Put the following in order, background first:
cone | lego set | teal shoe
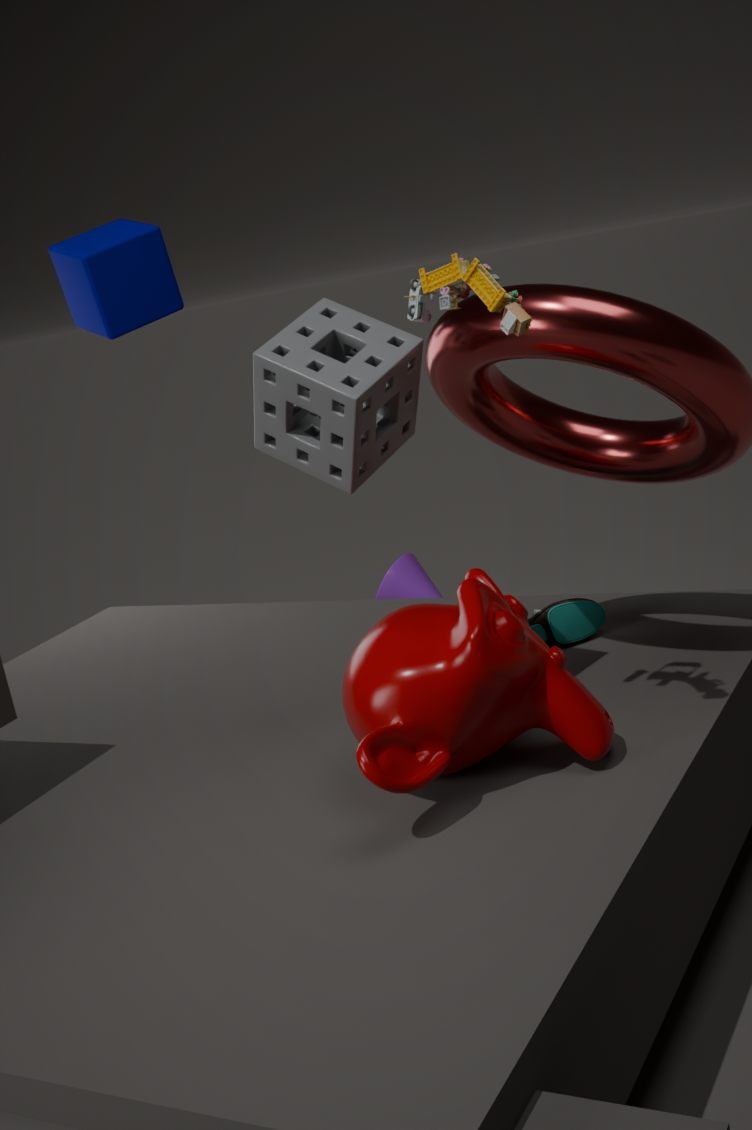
cone → teal shoe → lego set
